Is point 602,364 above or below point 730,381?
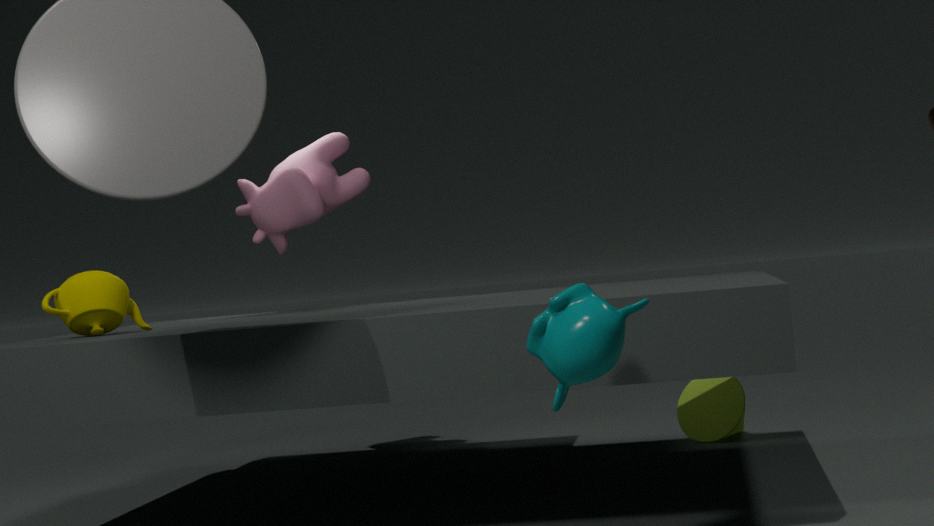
above
